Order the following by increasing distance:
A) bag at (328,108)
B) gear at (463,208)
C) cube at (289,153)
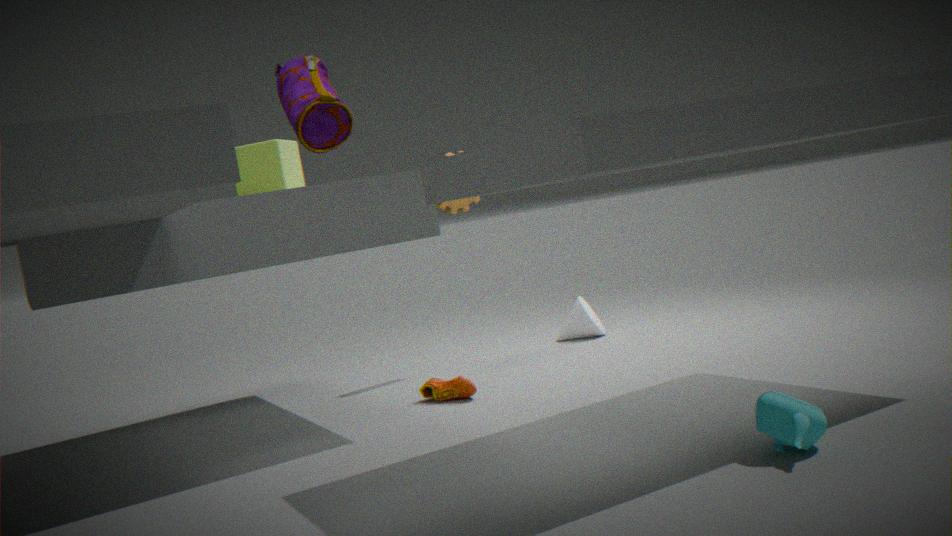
1. bag at (328,108)
2. cube at (289,153)
3. gear at (463,208)
